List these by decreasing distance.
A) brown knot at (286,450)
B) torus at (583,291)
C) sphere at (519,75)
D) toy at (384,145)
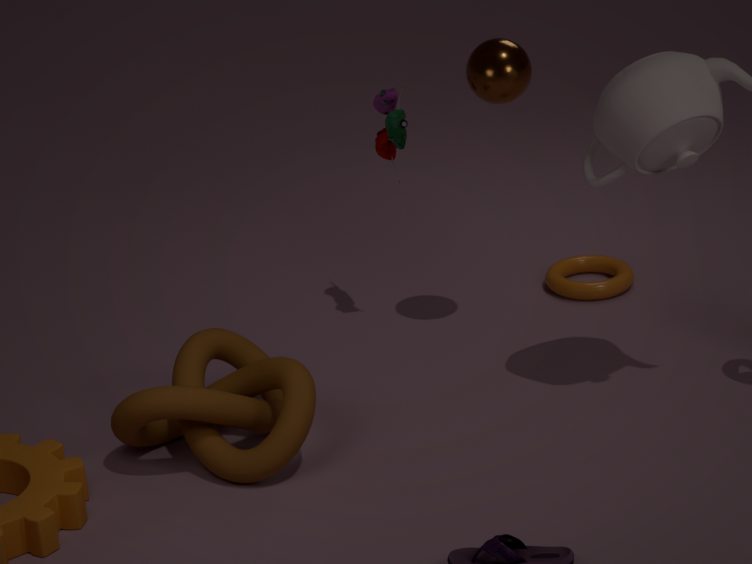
torus at (583,291) → toy at (384,145) → sphere at (519,75) → brown knot at (286,450)
